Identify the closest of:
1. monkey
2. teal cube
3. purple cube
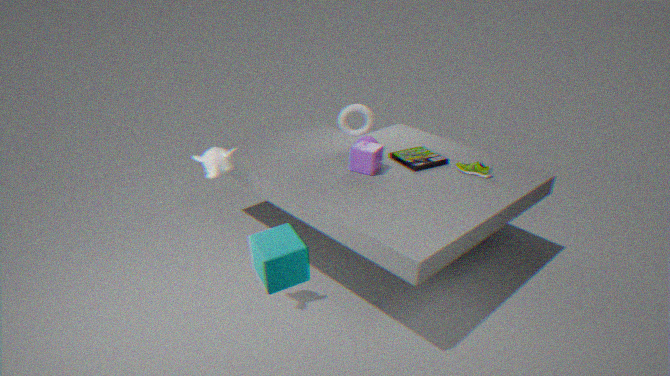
teal cube
